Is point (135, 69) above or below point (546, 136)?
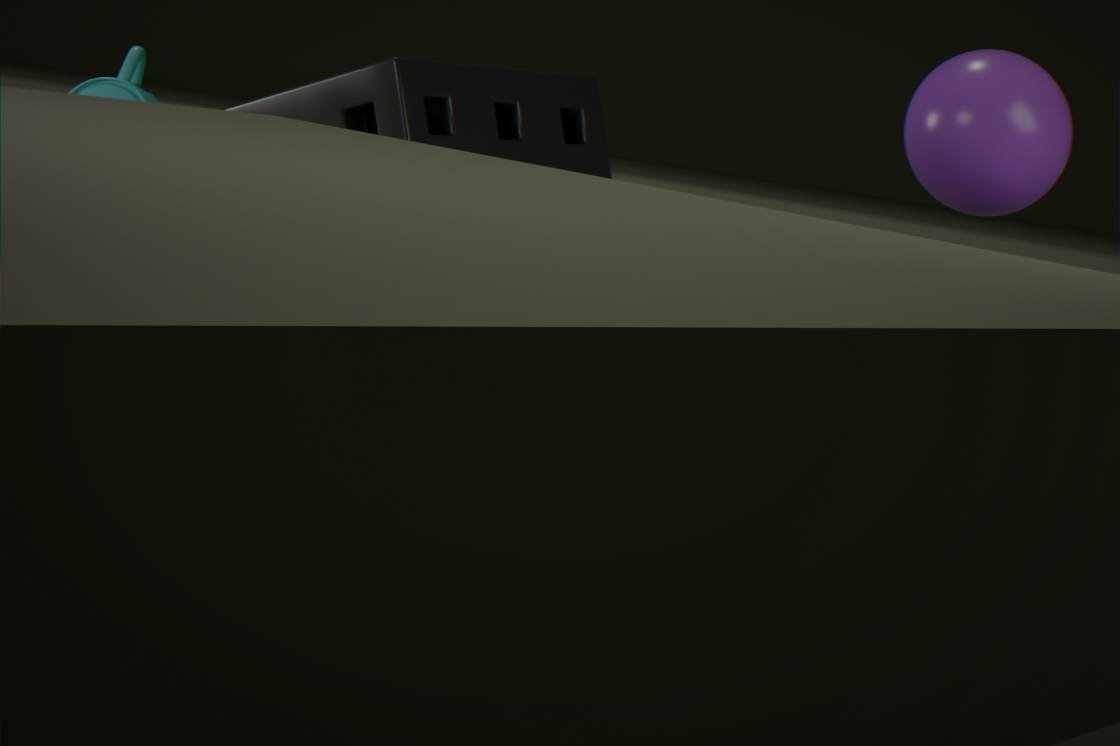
above
